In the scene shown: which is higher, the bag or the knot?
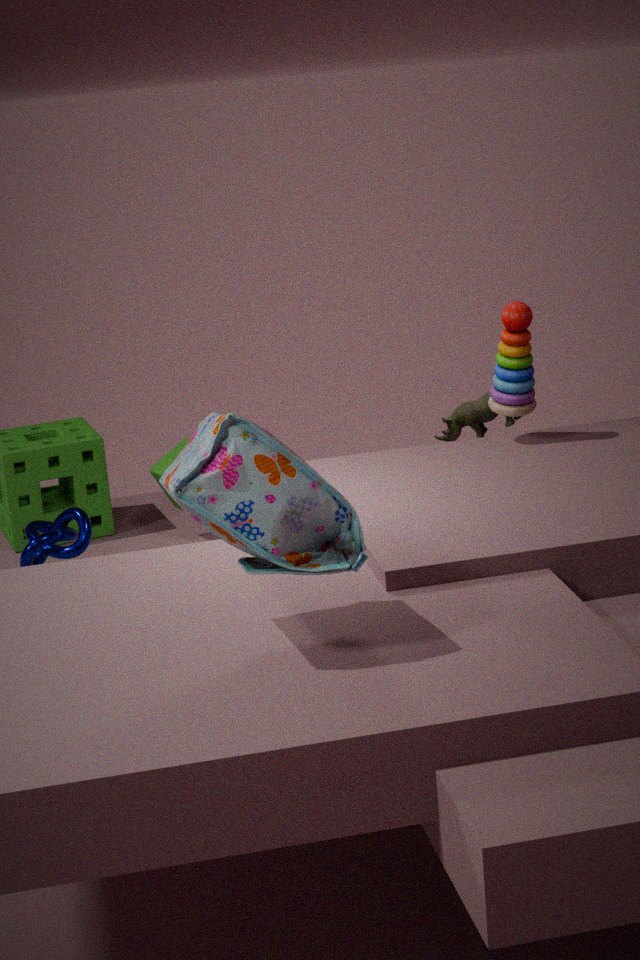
the bag
